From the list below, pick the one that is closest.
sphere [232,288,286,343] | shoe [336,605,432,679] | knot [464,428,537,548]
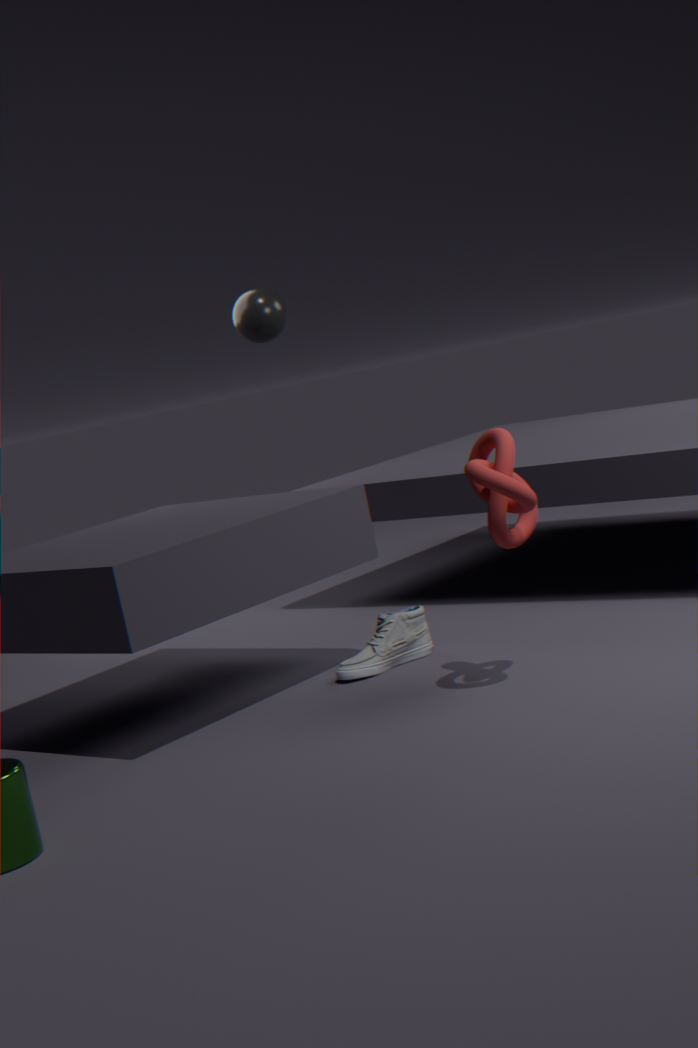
knot [464,428,537,548]
